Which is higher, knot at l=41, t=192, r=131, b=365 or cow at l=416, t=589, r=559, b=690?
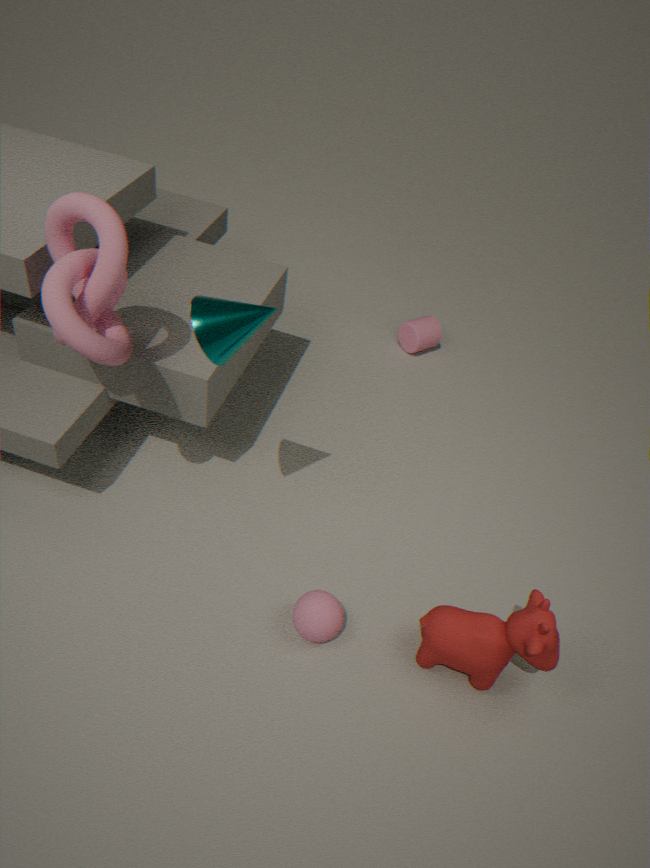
knot at l=41, t=192, r=131, b=365
